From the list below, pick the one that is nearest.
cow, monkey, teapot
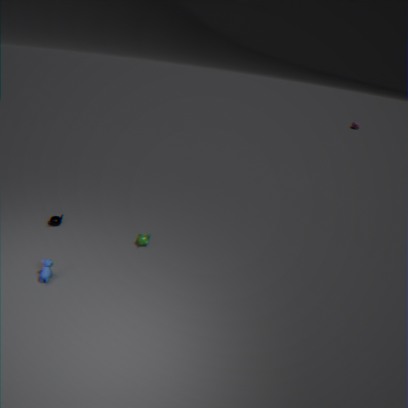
cow
